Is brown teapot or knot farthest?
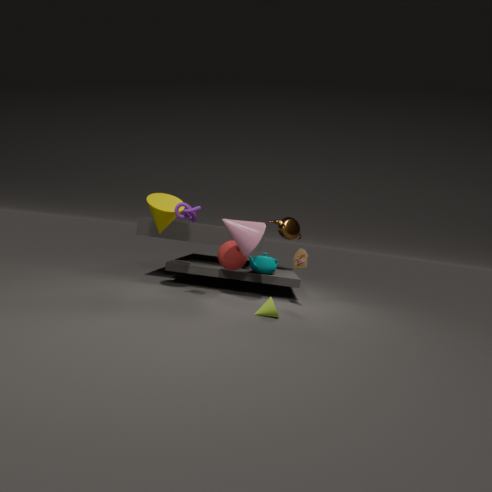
brown teapot
